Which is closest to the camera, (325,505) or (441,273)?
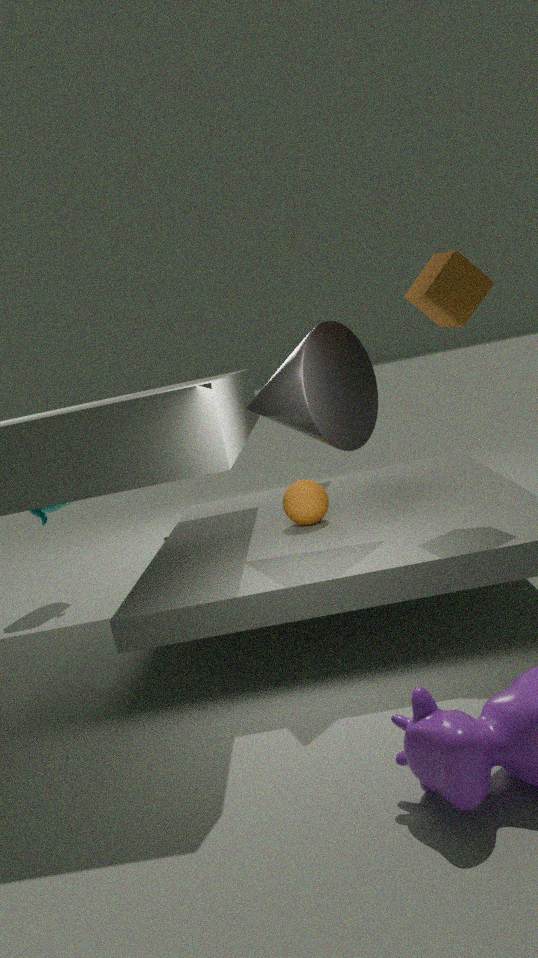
(441,273)
